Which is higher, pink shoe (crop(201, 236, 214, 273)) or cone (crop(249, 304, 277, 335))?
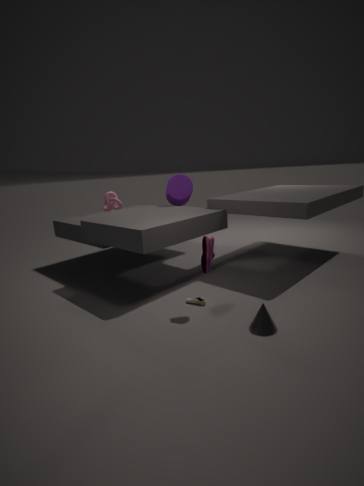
pink shoe (crop(201, 236, 214, 273))
